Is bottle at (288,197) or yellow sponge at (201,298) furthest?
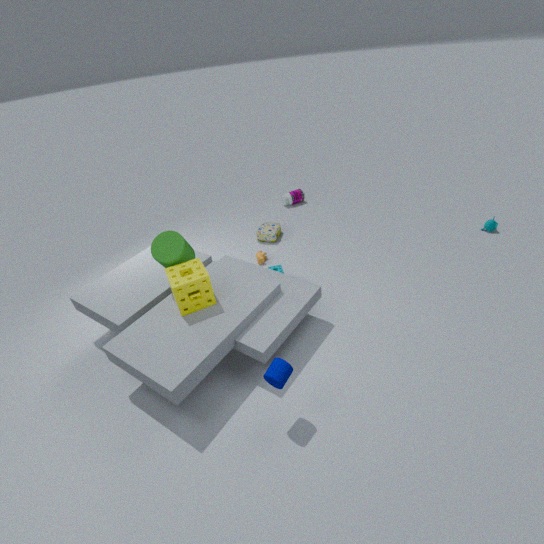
bottle at (288,197)
